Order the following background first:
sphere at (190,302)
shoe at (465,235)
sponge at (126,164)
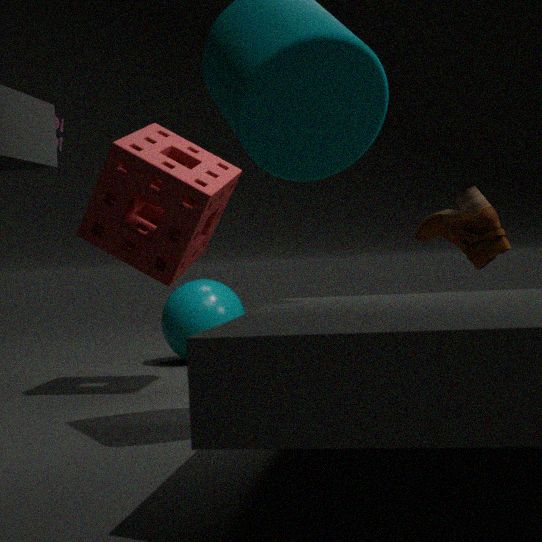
sphere at (190,302) < sponge at (126,164) < shoe at (465,235)
